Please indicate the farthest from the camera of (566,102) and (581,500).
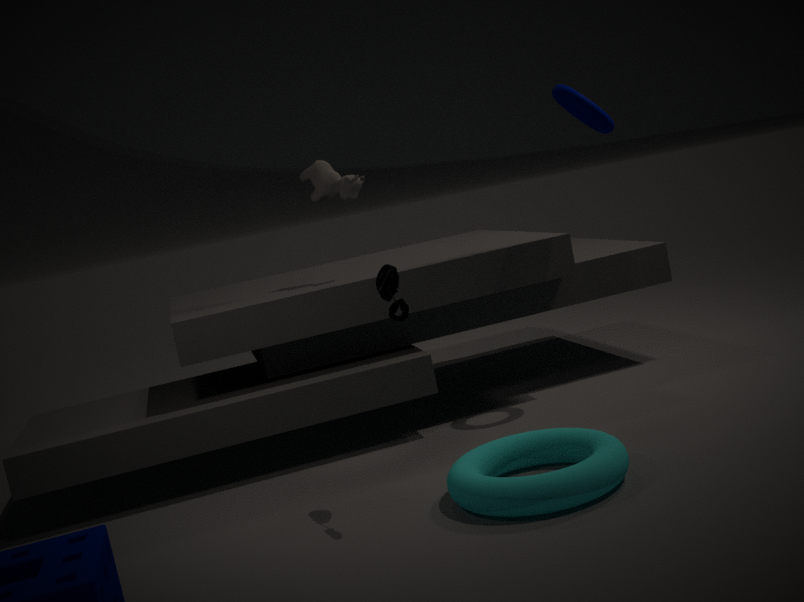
(566,102)
